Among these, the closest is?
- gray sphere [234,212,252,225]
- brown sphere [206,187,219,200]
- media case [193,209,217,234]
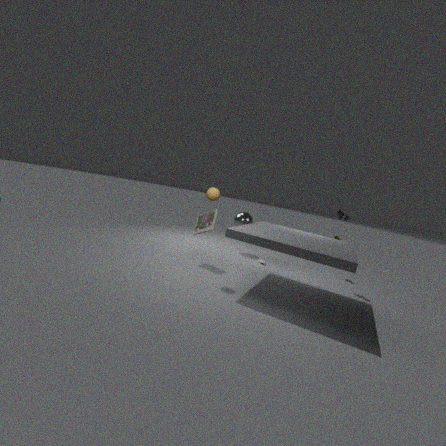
brown sphere [206,187,219,200]
